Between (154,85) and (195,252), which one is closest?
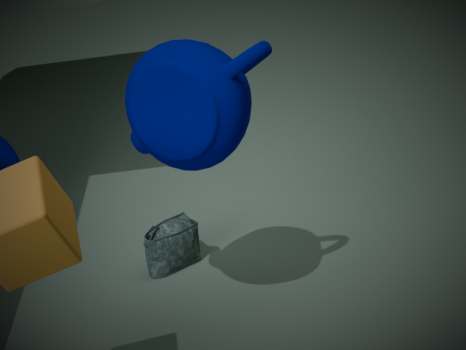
(154,85)
